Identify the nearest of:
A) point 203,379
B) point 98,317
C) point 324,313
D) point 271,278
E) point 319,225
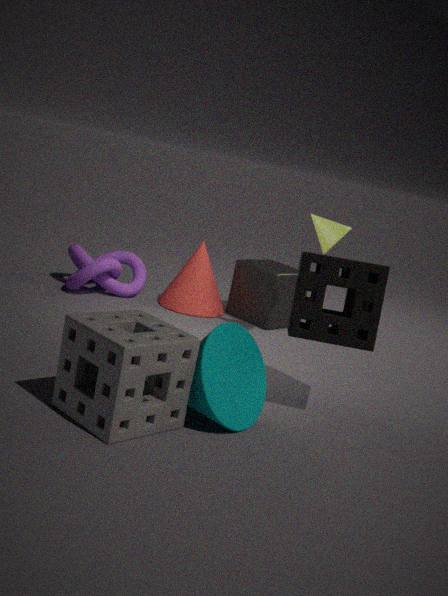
point 203,379
